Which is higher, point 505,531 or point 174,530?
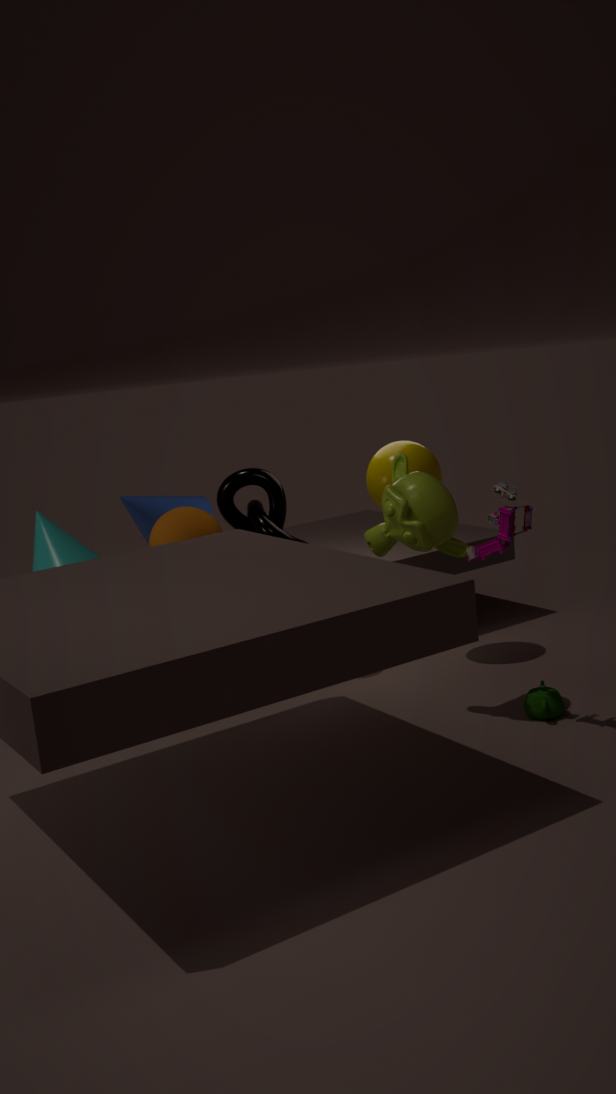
point 505,531
